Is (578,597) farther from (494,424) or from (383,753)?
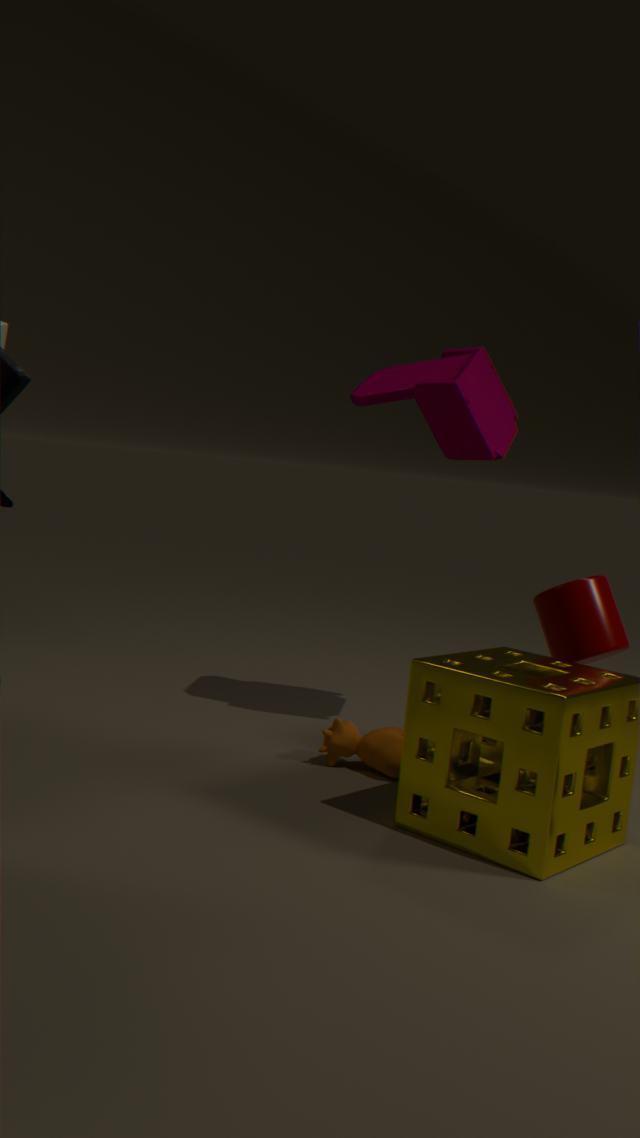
(494,424)
